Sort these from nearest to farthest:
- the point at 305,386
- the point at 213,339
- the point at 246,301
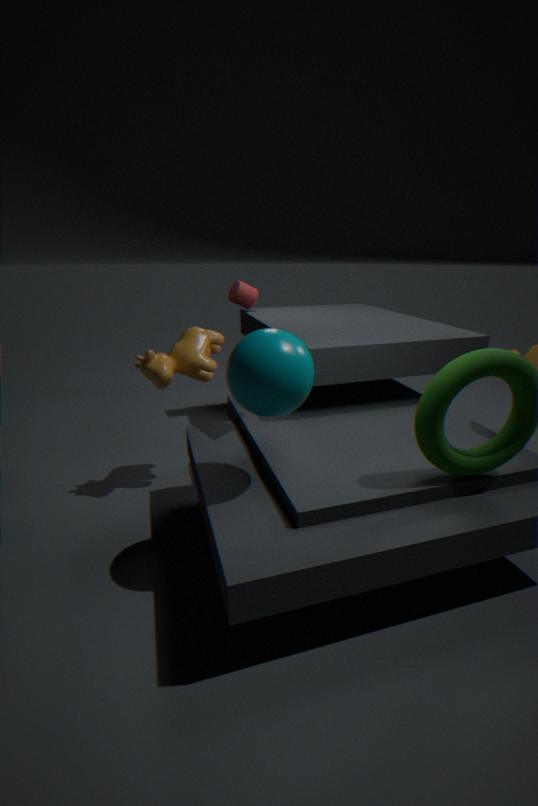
1. the point at 305,386
2. the point at 213,339
3. the point at 246,301
